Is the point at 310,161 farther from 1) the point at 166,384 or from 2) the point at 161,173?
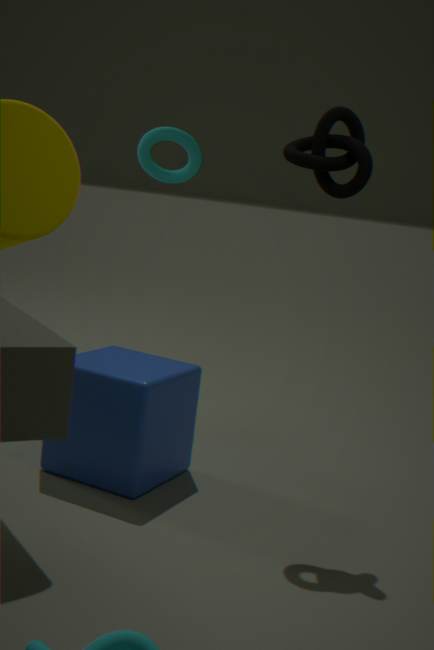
2) the point at 161,173
